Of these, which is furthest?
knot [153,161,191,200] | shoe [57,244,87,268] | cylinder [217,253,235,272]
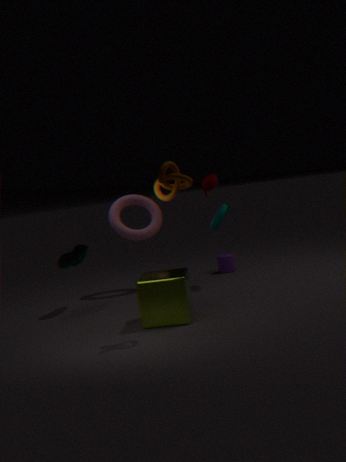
cylinder [217,253,235,272]
